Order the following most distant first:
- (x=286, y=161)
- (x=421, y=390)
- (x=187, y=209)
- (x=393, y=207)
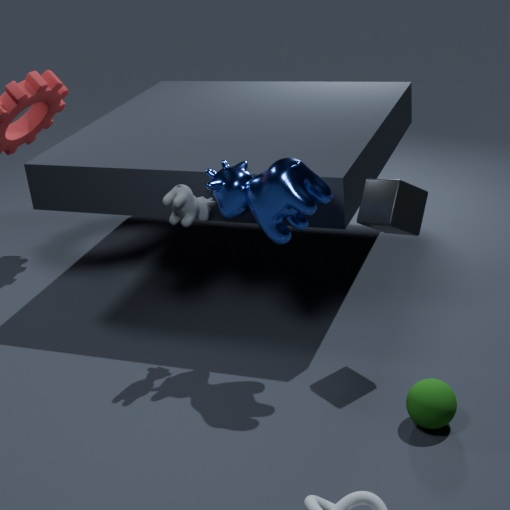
(x=187, y=209) < (x=393, y=207) < (x=286, y=161) < (x=421, y=390)
